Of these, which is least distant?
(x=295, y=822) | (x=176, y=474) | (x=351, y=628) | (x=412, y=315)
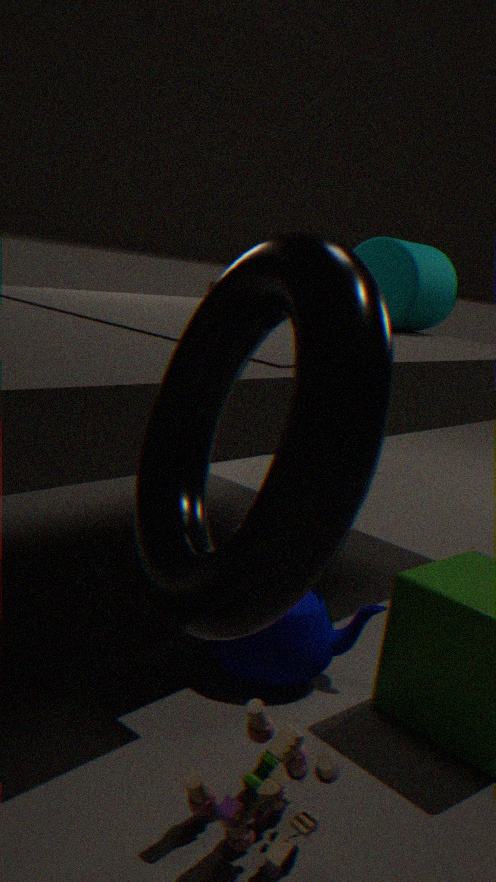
(x=176, y=474)
